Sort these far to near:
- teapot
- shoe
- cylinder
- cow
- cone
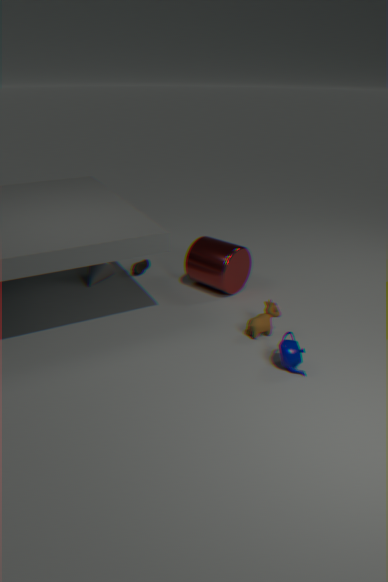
shoe → cone → cylinder → cow → teapot
